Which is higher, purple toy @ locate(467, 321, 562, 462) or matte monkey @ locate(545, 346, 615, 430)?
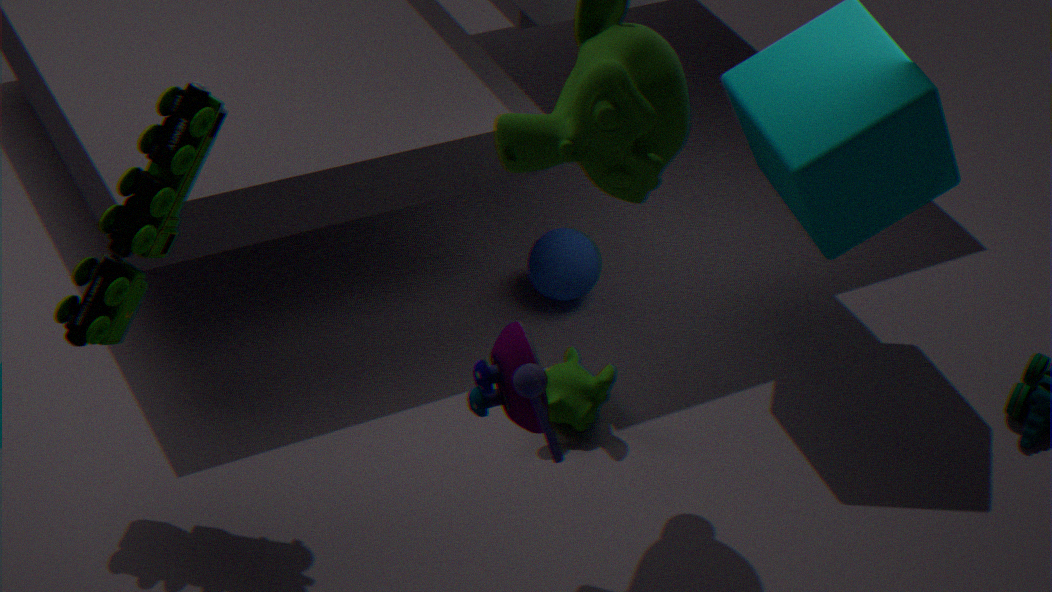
purple toy @ locate(467, 321, 562, 462)
